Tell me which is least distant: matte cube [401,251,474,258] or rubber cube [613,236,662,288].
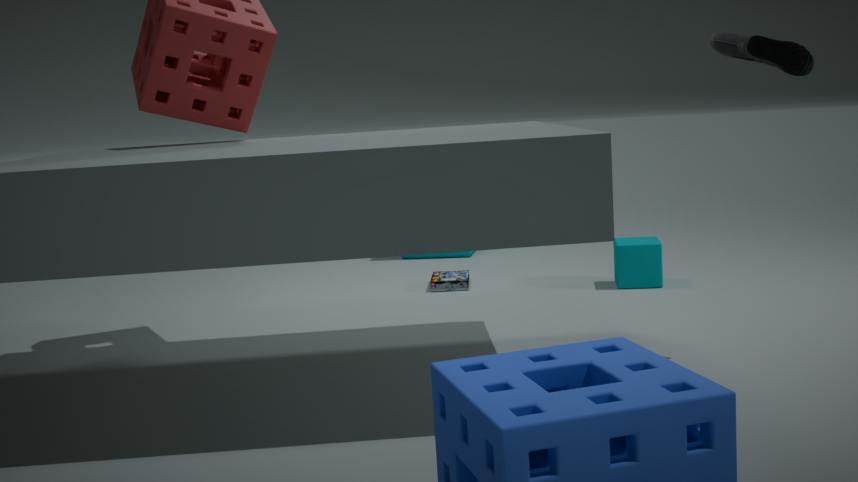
rubber cube [613,236,662,288]
